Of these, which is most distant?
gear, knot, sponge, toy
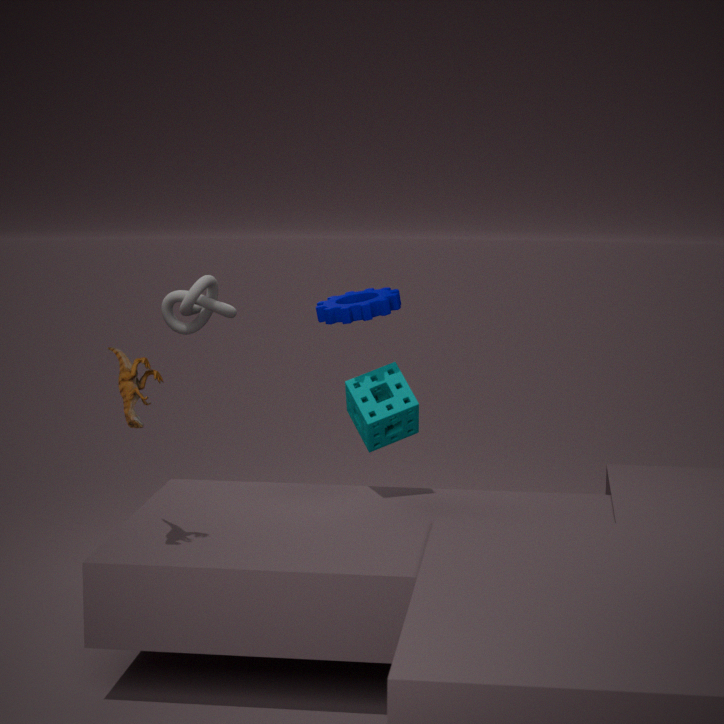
knot
